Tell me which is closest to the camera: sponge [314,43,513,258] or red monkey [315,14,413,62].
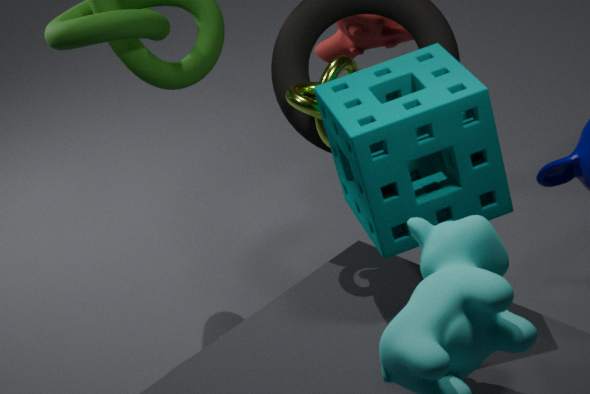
sponge [314,43,513,258]
